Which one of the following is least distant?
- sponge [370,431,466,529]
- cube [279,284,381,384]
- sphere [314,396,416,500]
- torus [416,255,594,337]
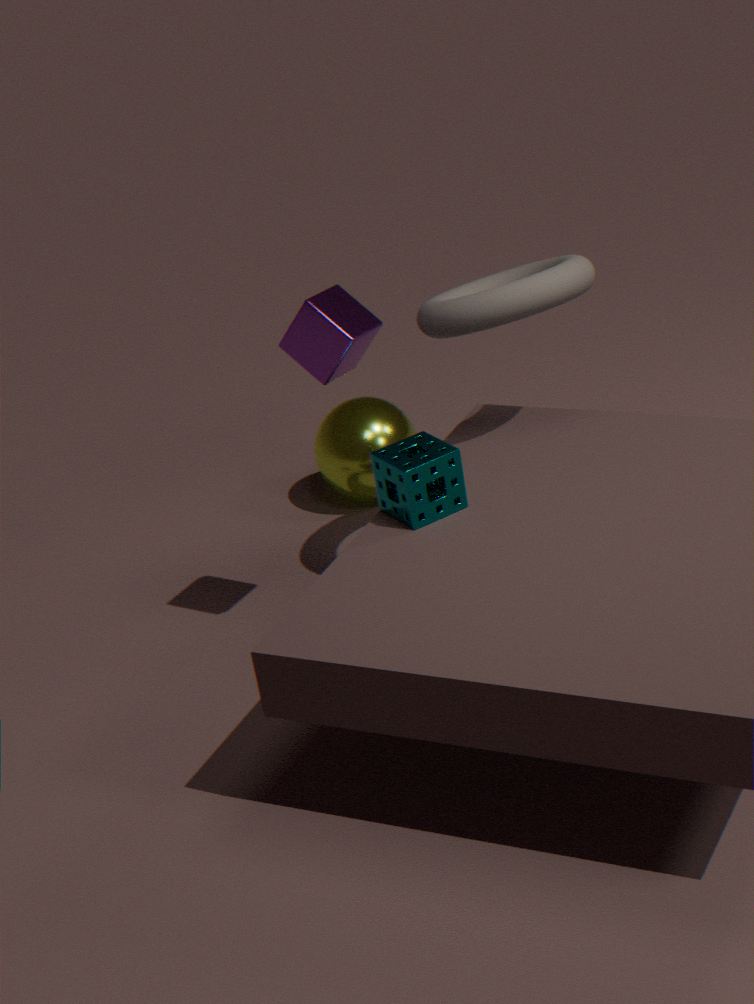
sponge [370,431,466,529]
